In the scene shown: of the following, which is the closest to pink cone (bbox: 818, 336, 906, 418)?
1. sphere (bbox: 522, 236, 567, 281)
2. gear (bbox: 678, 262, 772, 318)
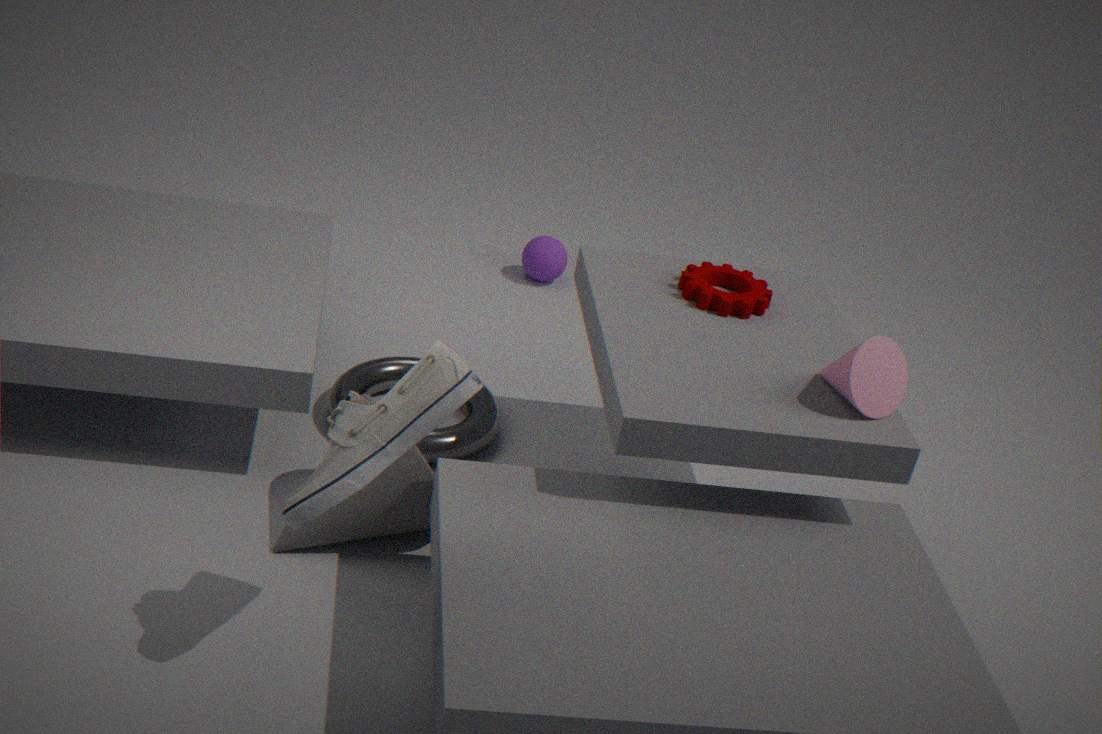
gear (bbox: 678, 262, 772, 318)
